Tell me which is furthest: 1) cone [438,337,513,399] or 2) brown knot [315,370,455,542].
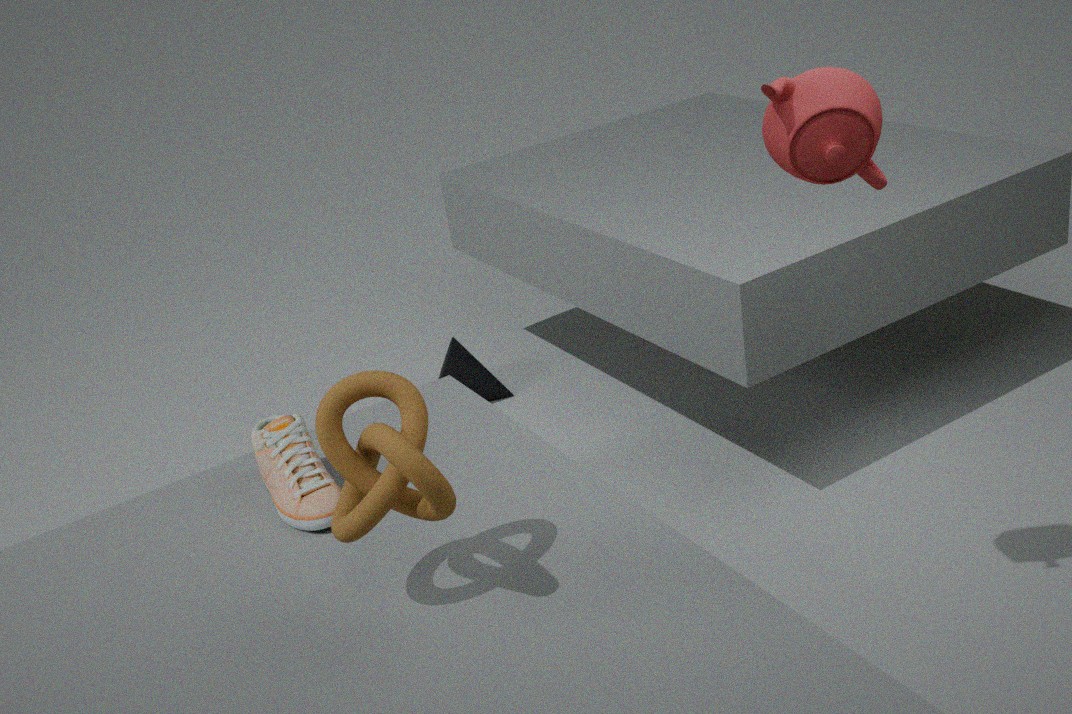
1. cone [438,337,513,399]
